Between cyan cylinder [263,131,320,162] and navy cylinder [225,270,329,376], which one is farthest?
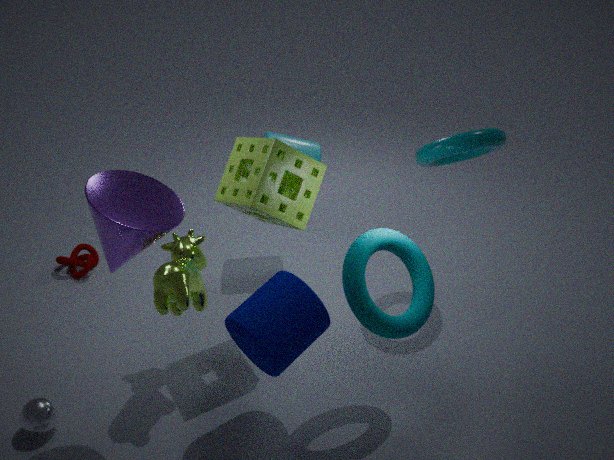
cyan cylinder [263,131,320,162]
